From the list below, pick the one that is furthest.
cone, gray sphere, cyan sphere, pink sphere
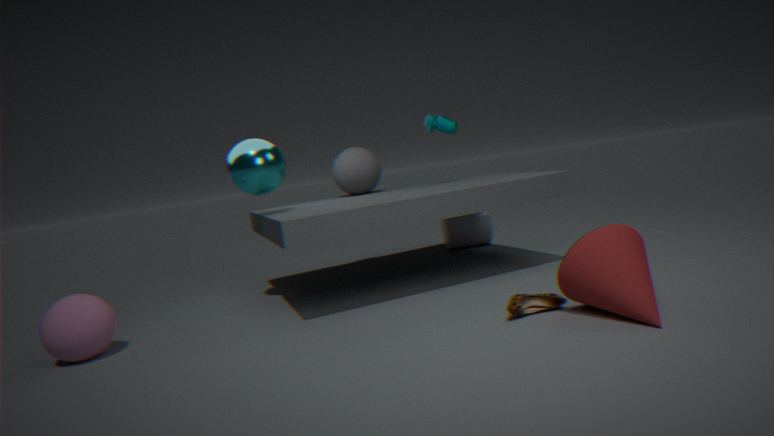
gray sphere
